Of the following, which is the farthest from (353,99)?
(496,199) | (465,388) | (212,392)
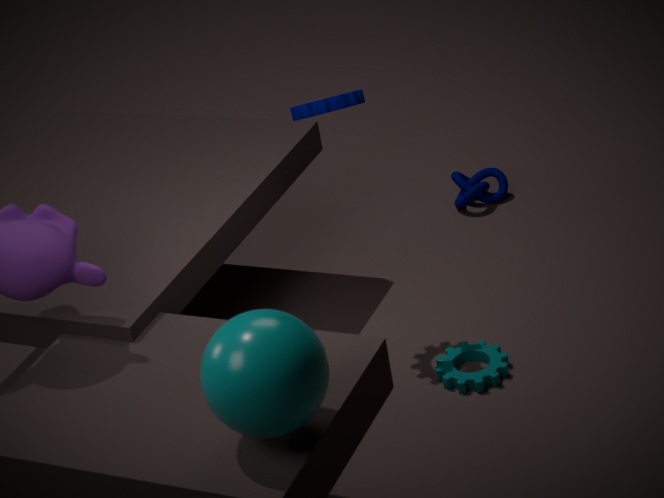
(212,392)
